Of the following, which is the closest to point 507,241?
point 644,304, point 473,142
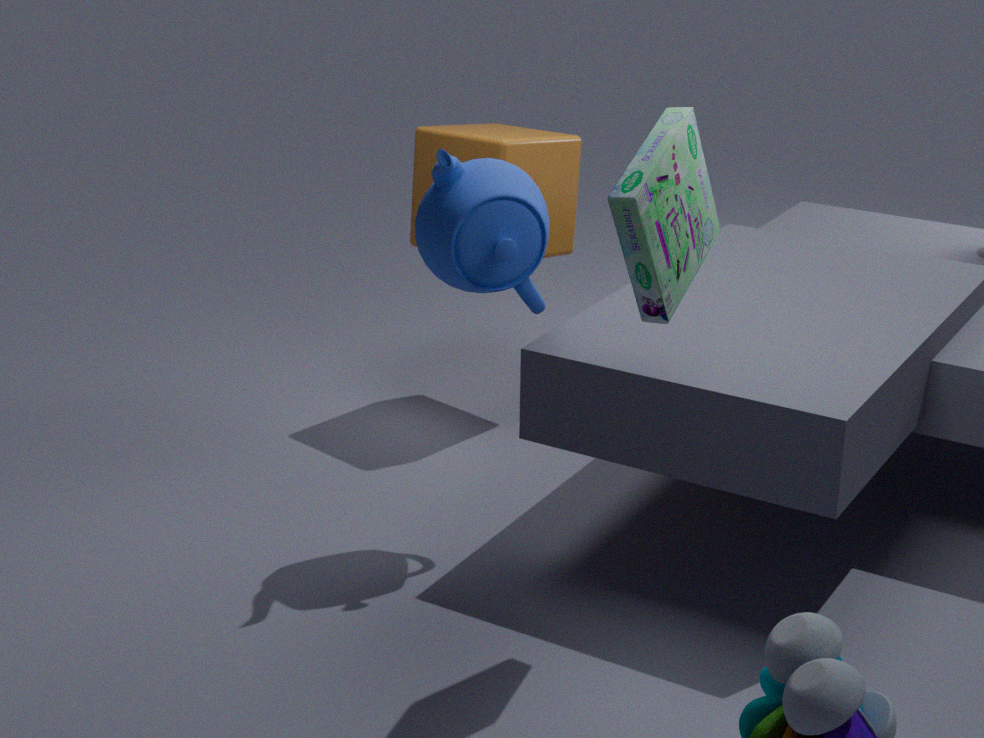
point 644,304
